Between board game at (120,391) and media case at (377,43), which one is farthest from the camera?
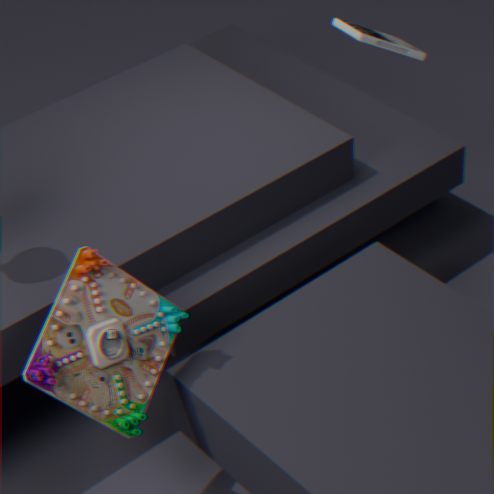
media case at (377,43)
